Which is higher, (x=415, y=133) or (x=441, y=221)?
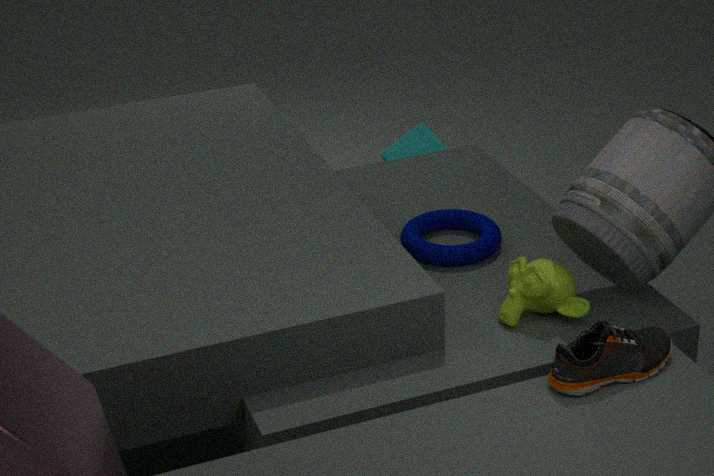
(x=441, y=221)
